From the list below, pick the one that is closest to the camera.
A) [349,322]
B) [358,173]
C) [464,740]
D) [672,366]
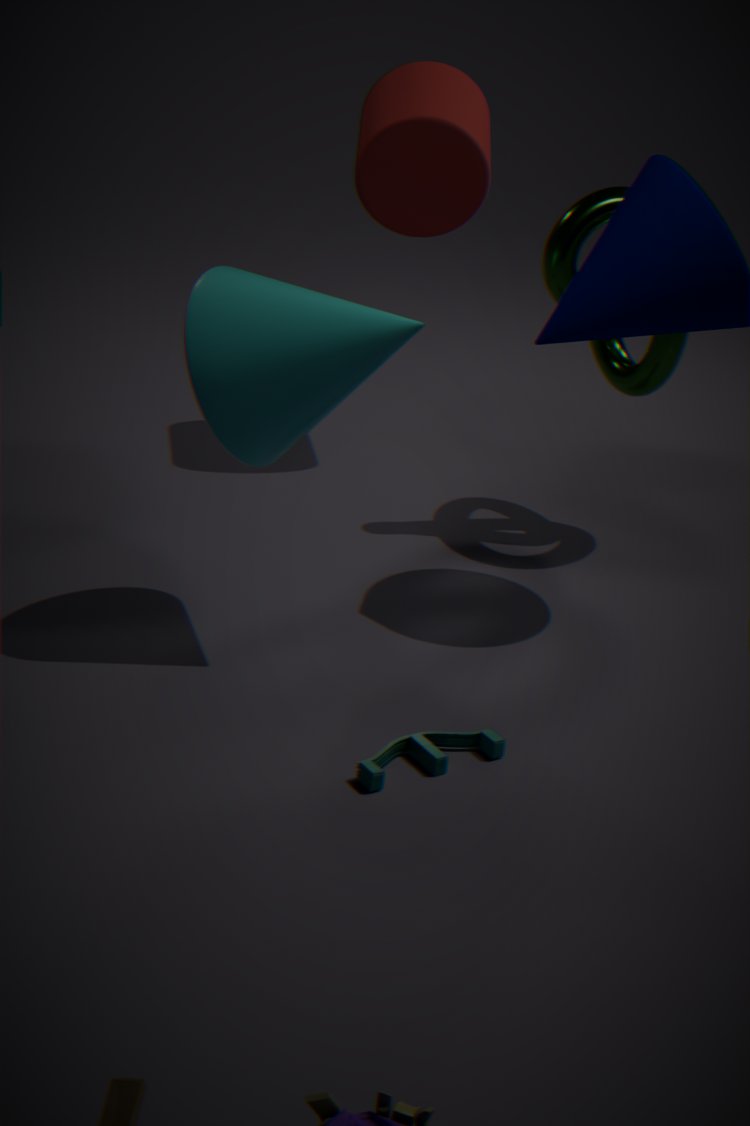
[464,740]
